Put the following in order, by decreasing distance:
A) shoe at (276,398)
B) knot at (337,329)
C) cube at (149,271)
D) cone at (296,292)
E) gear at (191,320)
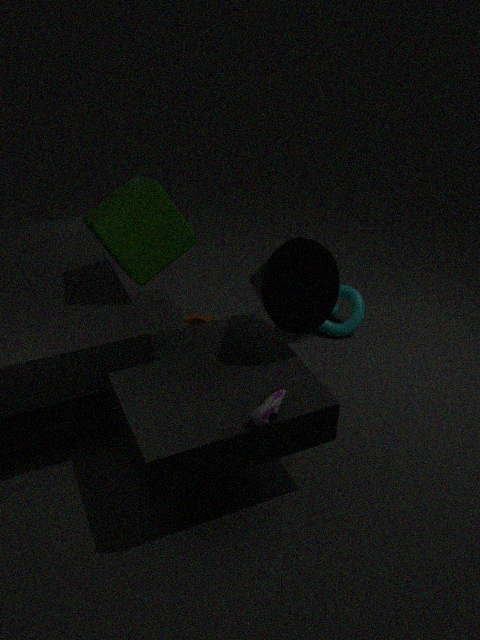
gear at (191,320) → knot at (337,329) → cube at (149,271) → cone at (296,292) → shoe at (276,398)
